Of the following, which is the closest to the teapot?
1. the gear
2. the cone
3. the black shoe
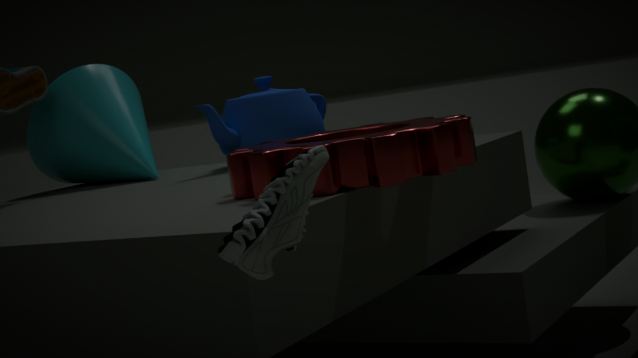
the cone
